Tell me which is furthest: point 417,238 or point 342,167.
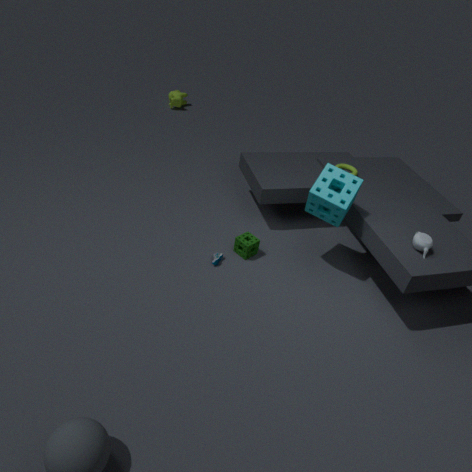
point 342,167
